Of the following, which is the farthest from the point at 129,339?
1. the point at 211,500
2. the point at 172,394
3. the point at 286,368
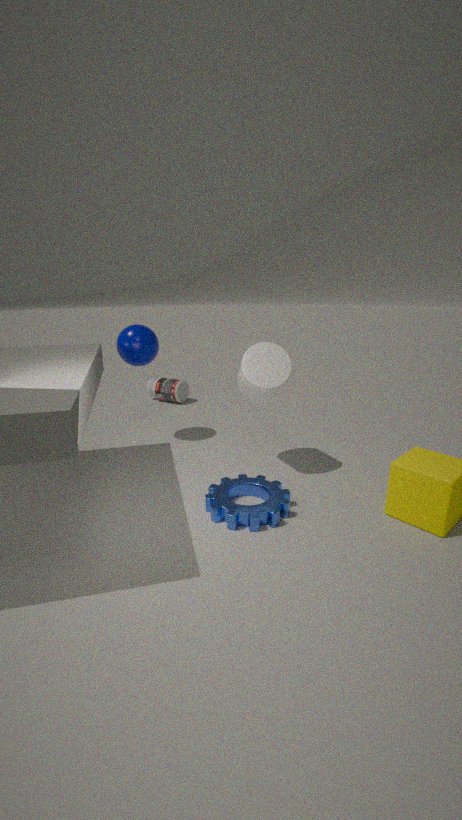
the point at 211,500
